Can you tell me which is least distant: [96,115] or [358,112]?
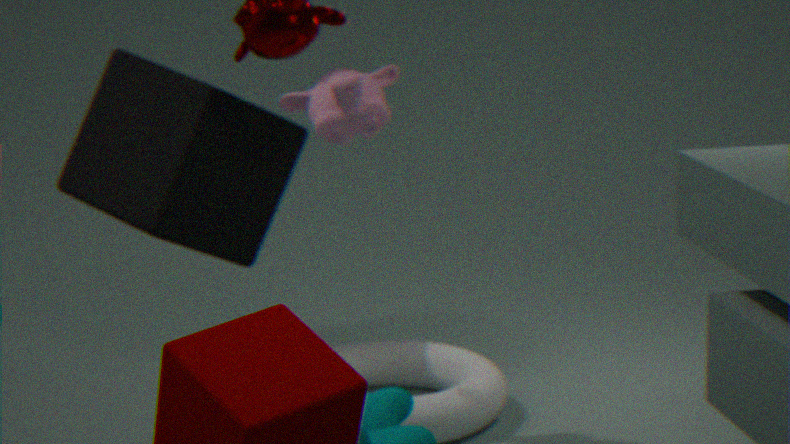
[358,112]
